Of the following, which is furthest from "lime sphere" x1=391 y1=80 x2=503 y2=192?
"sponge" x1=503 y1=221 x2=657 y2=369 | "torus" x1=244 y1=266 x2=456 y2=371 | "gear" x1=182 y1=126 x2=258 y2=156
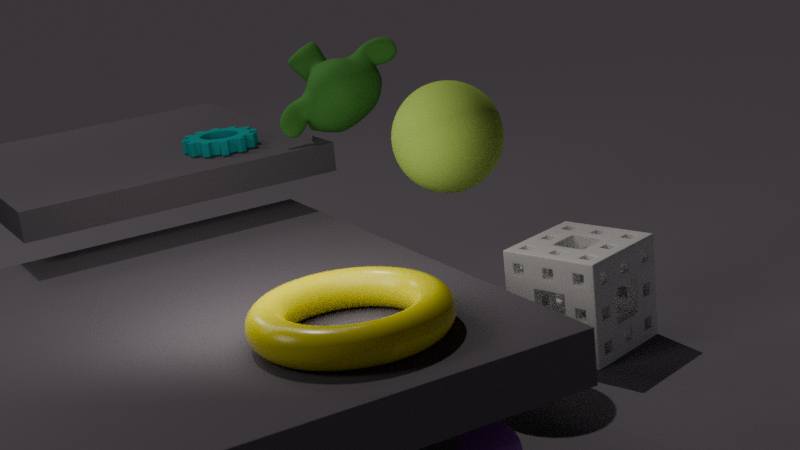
"gear" x1=182 y1=126 x2=258 y2=156
